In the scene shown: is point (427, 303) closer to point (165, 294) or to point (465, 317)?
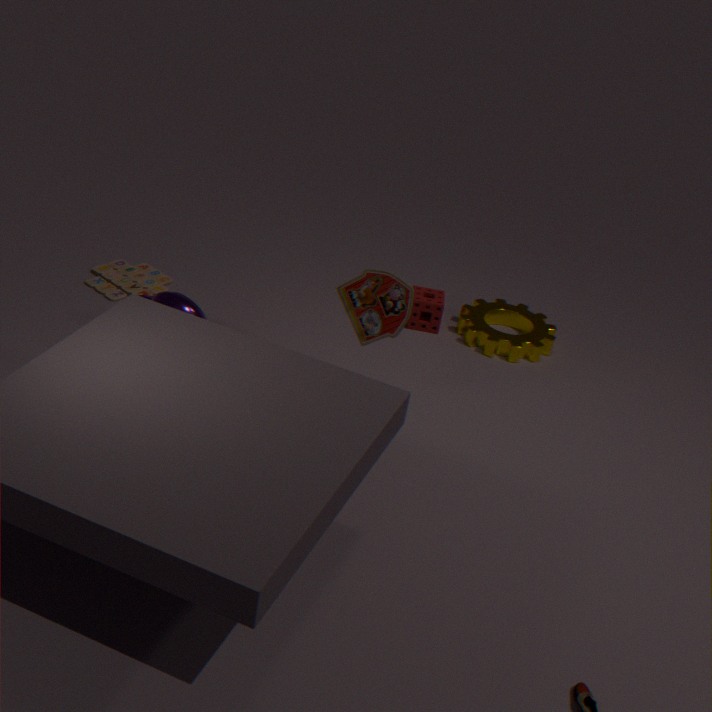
point (465, 317)
